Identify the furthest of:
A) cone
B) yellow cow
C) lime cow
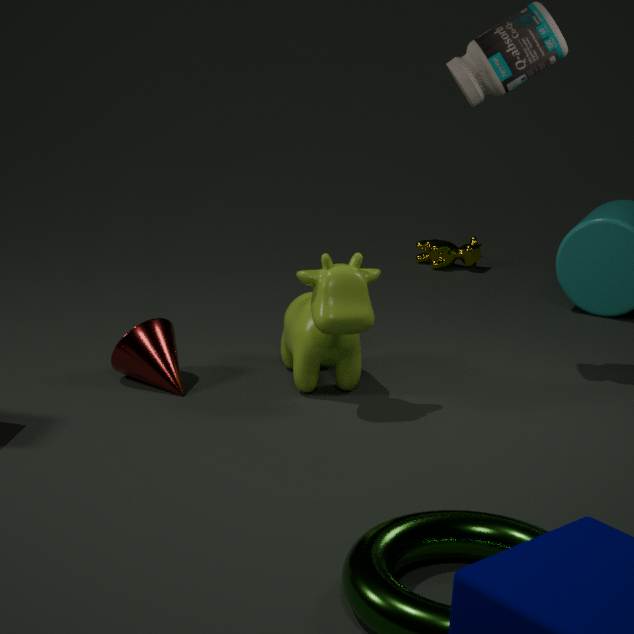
yellow cow
